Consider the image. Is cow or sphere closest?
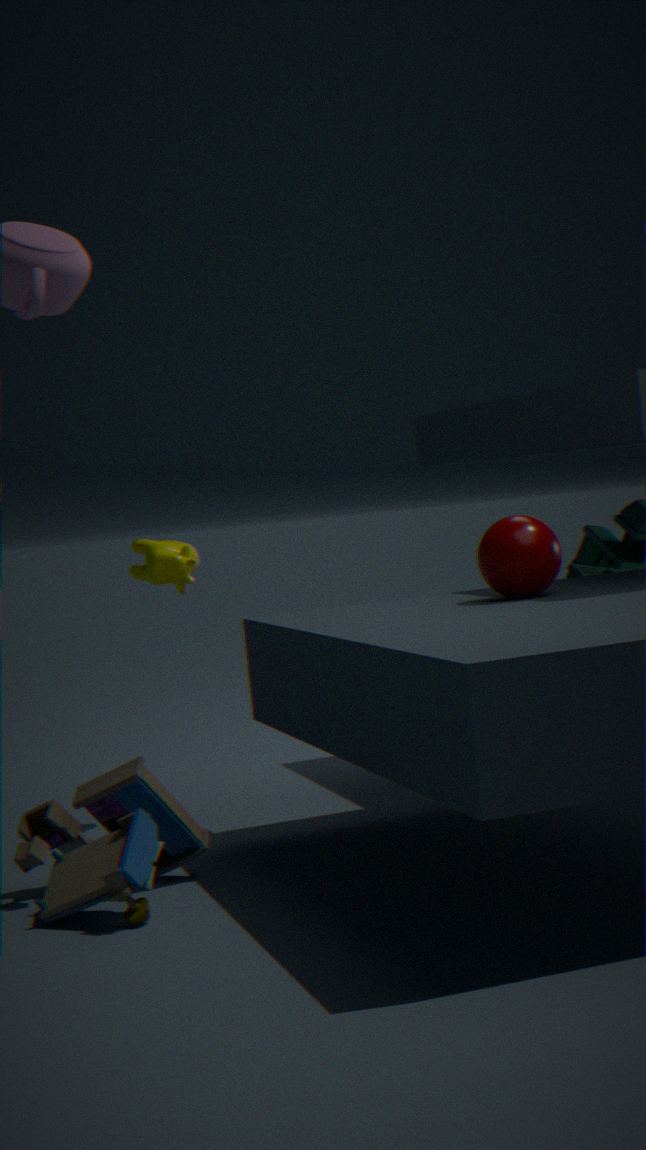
sphere
